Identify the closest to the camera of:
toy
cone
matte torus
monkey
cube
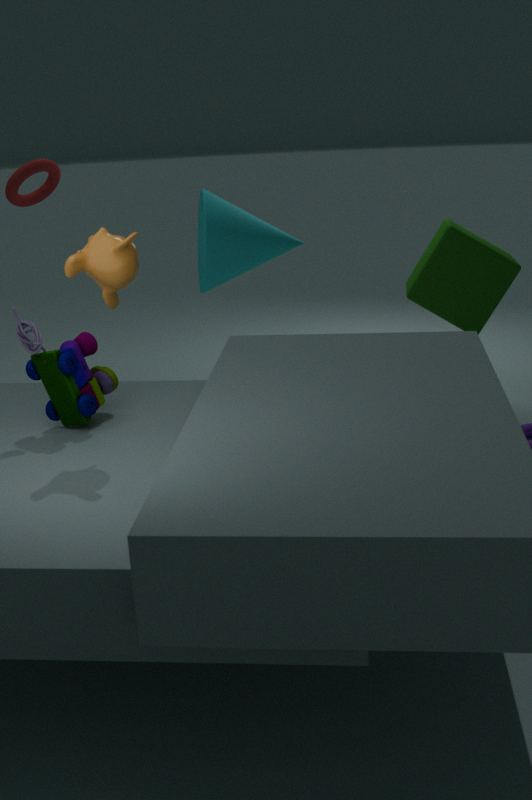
monkey
